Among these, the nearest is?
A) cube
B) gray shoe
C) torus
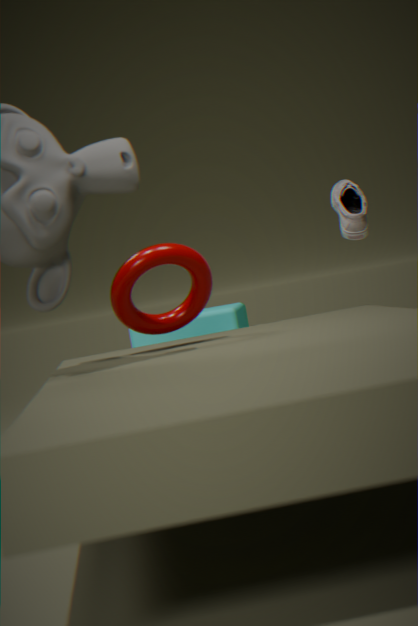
torus
